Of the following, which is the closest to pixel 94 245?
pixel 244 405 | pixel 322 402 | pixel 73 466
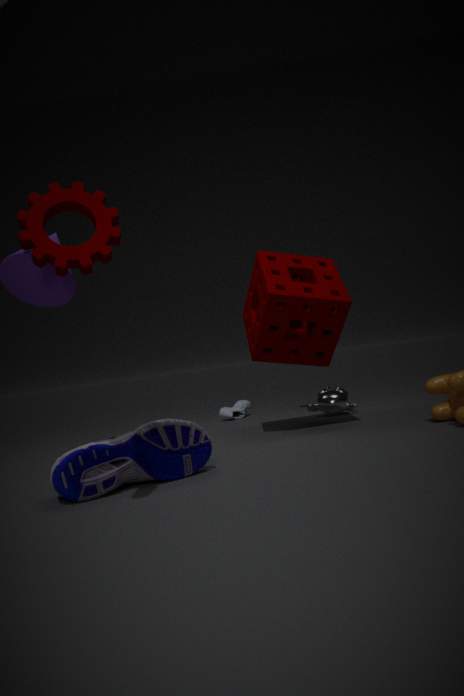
pixel 73 466
